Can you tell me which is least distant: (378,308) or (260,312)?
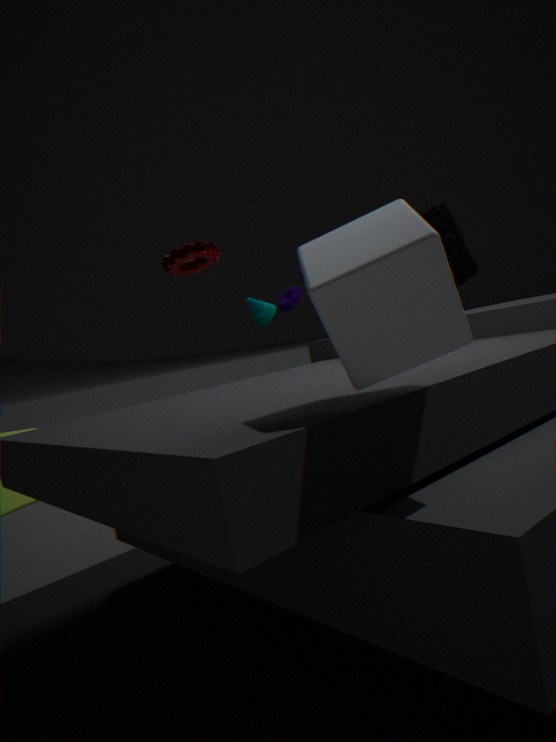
(378,308)
